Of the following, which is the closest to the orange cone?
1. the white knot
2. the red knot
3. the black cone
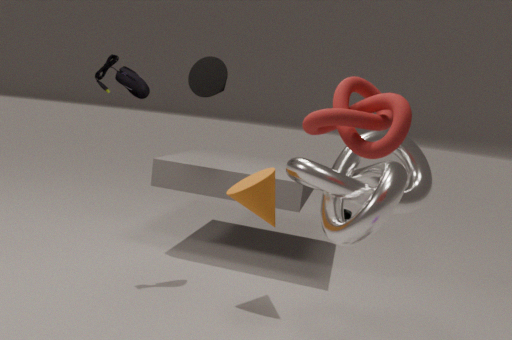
the white knot
